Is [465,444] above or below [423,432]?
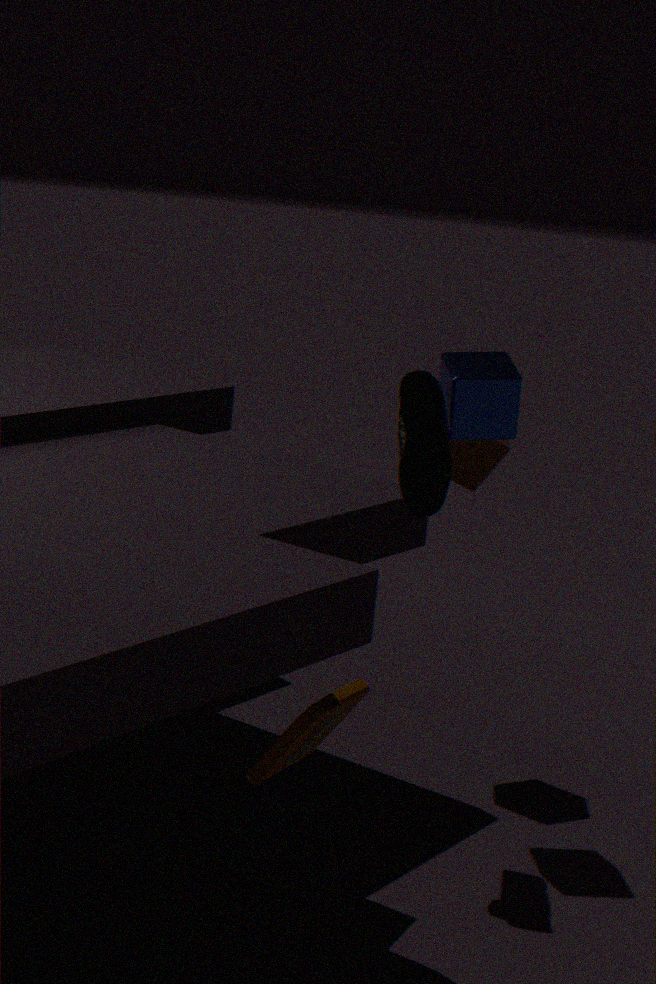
below
